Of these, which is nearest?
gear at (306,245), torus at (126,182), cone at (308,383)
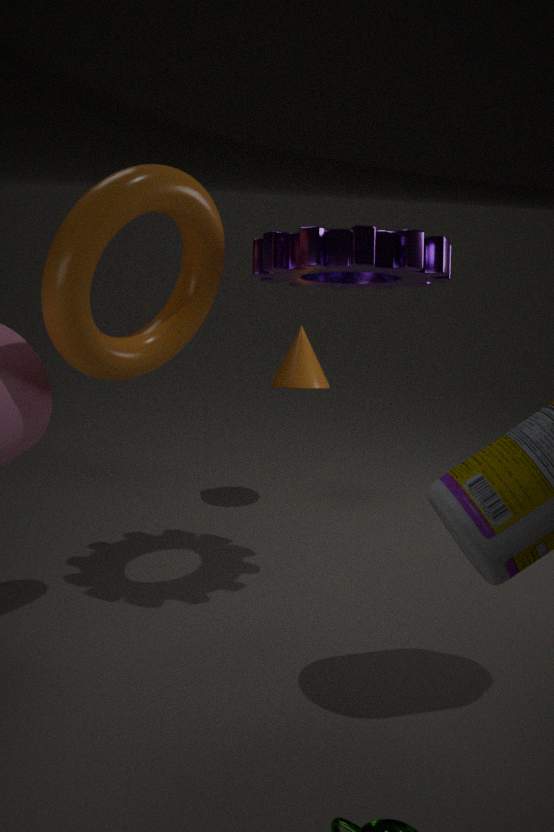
torus at (126,182)
